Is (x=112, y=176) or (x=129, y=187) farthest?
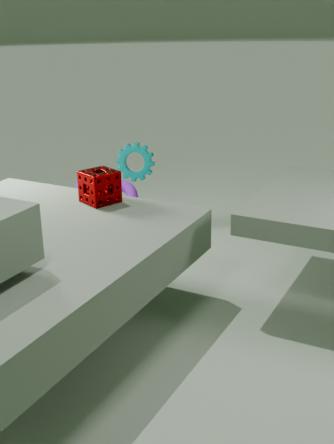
(x=129, y=187)
